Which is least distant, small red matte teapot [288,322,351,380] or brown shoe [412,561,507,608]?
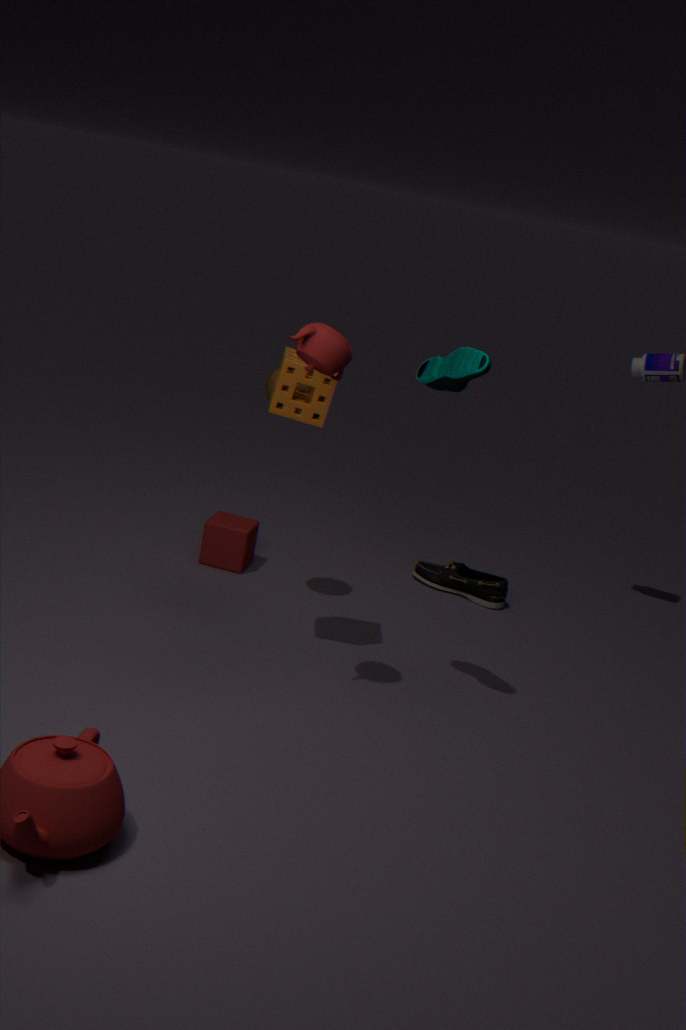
small red matte teapot [288,322,351,380]
